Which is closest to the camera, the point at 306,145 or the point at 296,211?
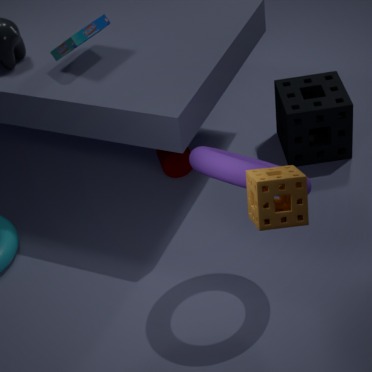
the point at 296,211
